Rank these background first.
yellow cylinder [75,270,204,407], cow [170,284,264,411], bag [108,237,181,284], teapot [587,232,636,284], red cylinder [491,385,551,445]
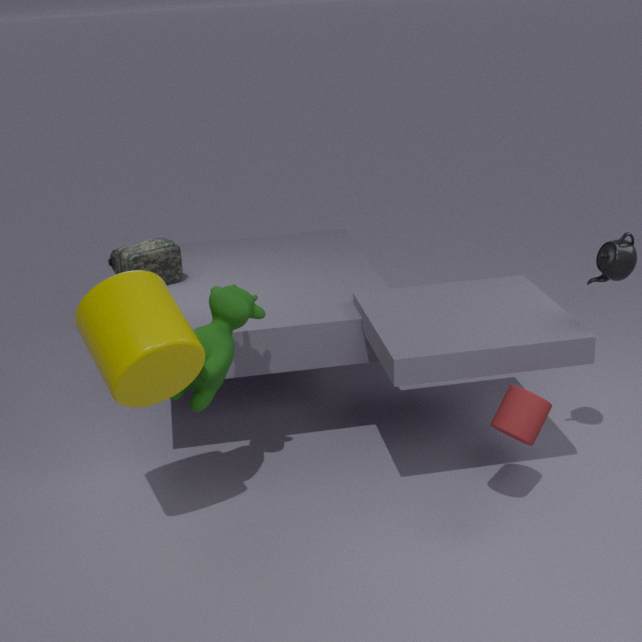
1. bag [108,237,181,284]
2. teapot [587,232,636,284]
3. cow [170,284,264,411]
4. red cylinder [491,385,551,445]
5. yellow cylinder [75,270,204,407]
